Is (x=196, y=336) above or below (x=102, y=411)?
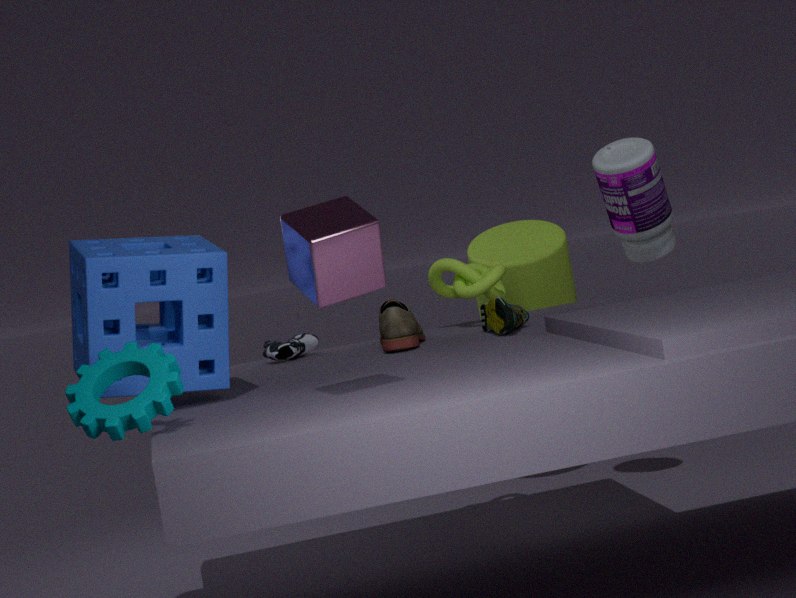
above
